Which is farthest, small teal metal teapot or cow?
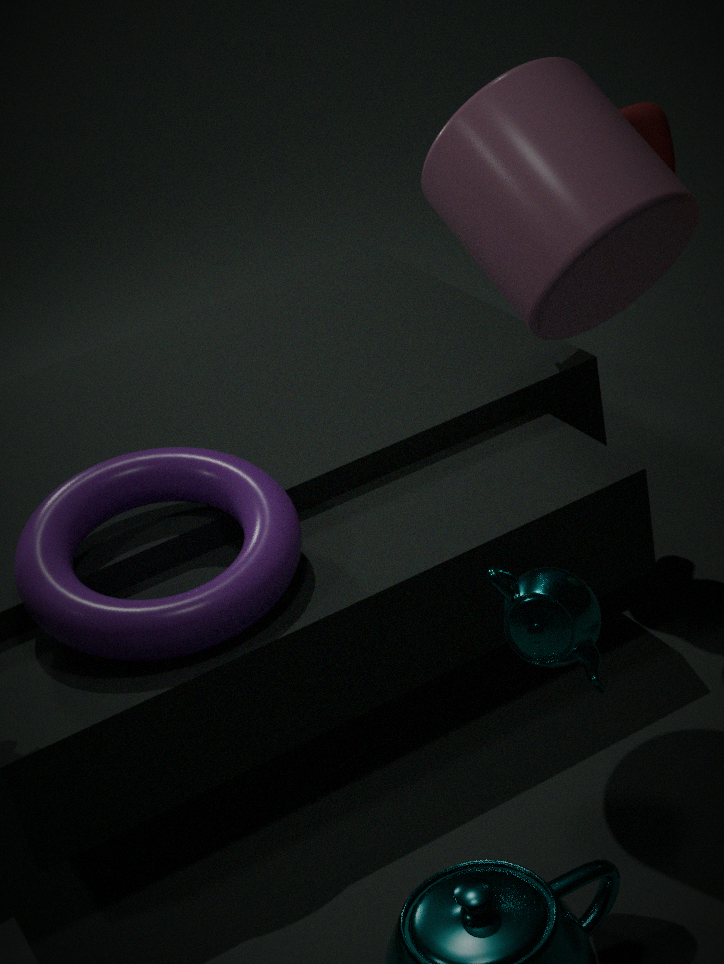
cow
